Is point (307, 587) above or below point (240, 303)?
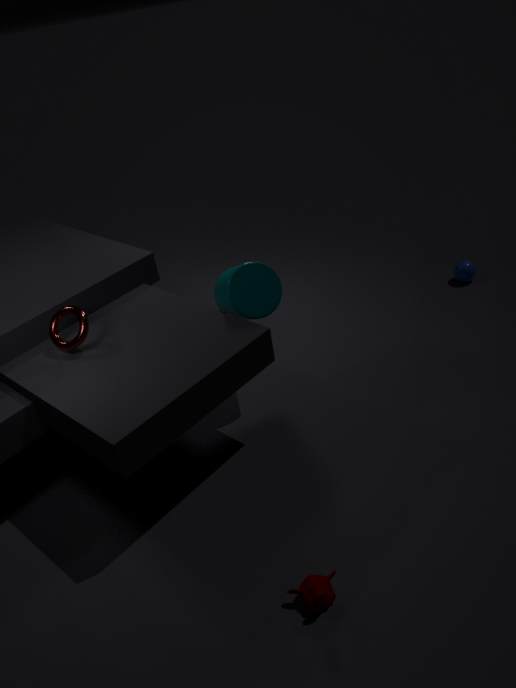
below
